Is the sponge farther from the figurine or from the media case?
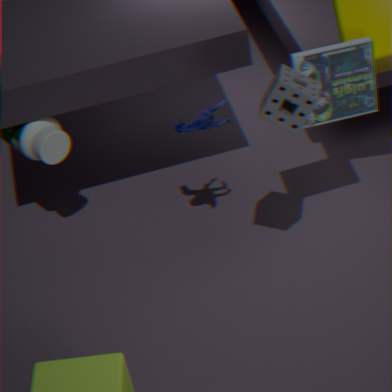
the figurine
